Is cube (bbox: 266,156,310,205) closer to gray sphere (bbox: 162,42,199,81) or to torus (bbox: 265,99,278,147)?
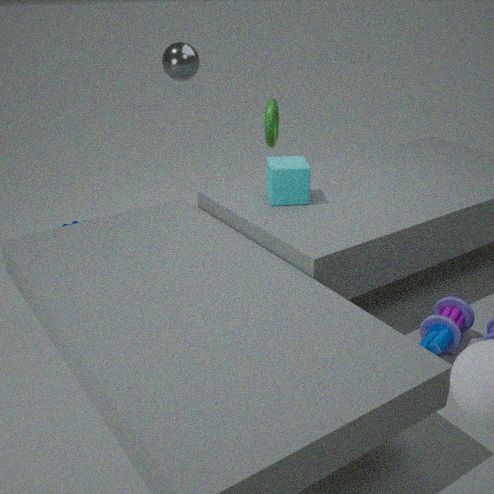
torus (bbox: 265,99,278,147)
